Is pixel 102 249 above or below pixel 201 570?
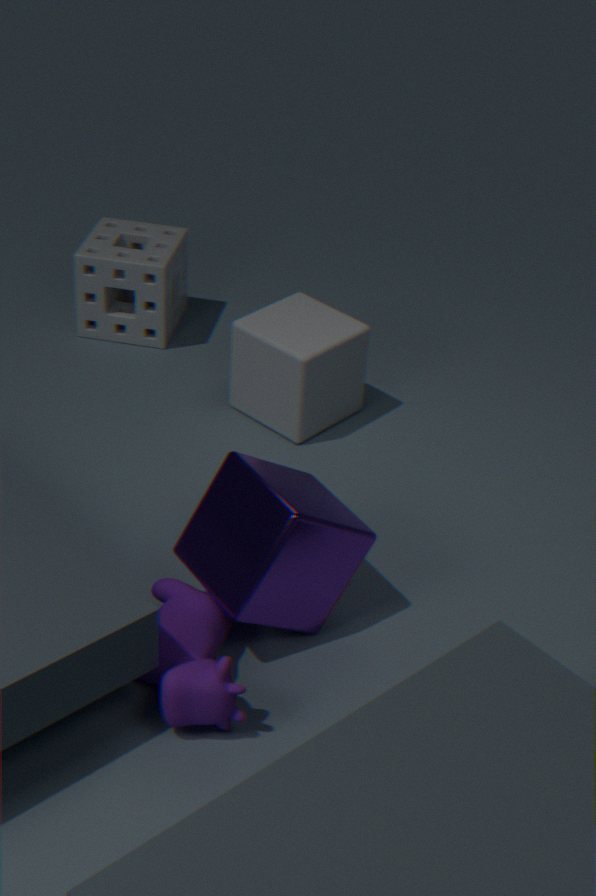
below
